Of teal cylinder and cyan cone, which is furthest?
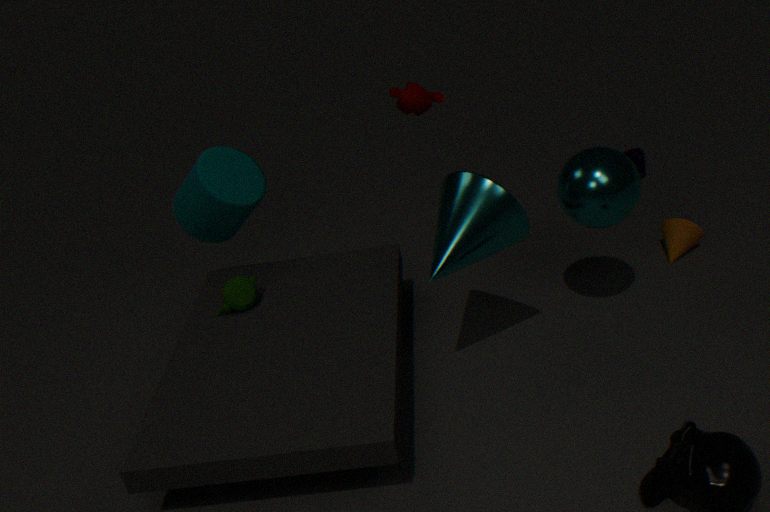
teal cylinder
